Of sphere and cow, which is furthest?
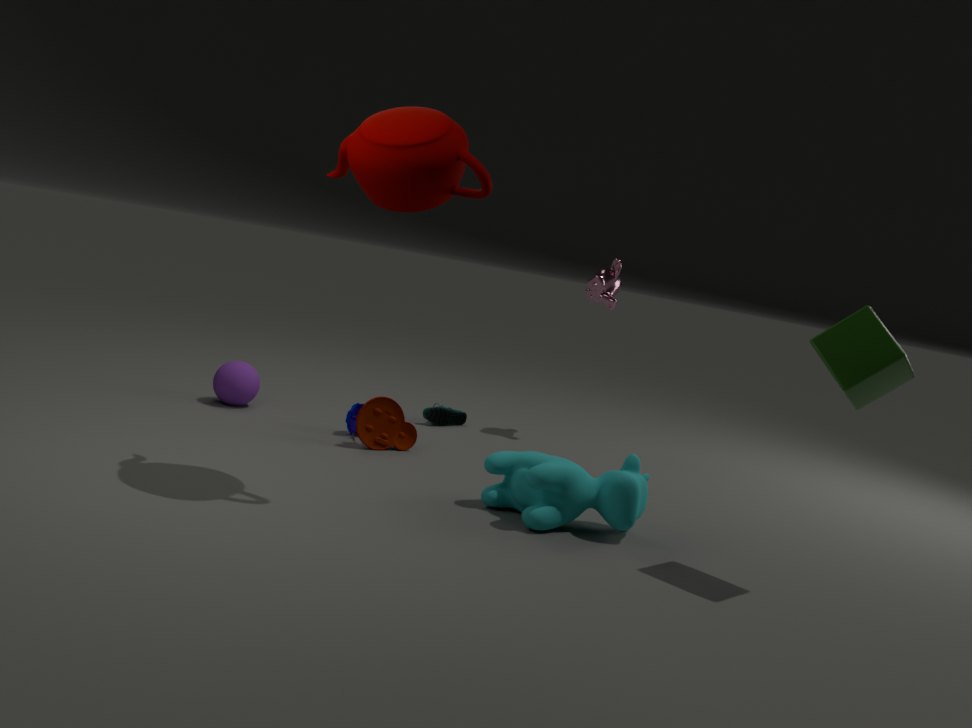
sphere
